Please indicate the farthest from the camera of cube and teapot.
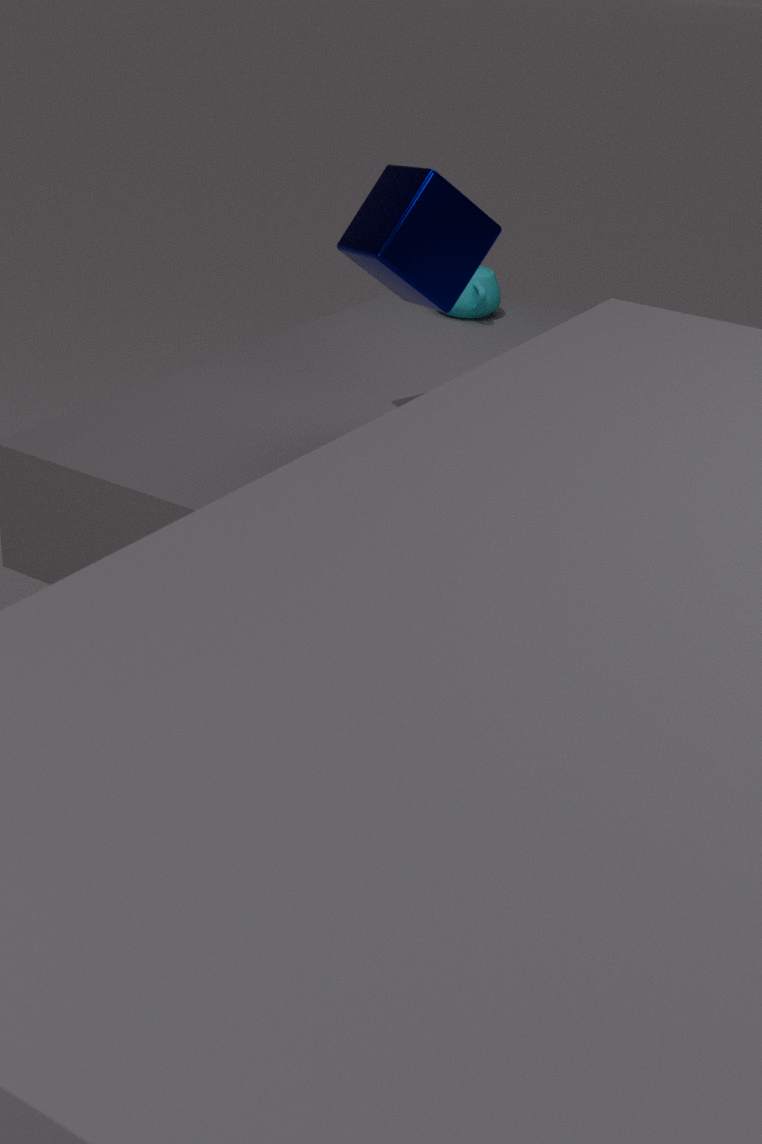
teapot
